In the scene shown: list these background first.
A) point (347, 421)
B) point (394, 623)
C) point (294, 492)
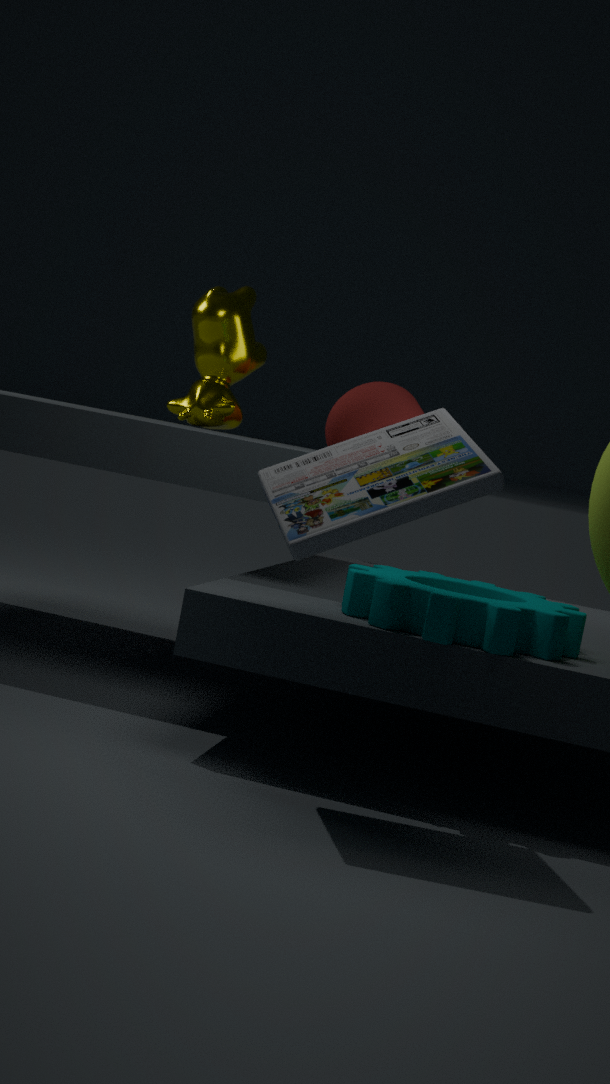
point (347, 421) → point (394, 623) → point (294, 492)
